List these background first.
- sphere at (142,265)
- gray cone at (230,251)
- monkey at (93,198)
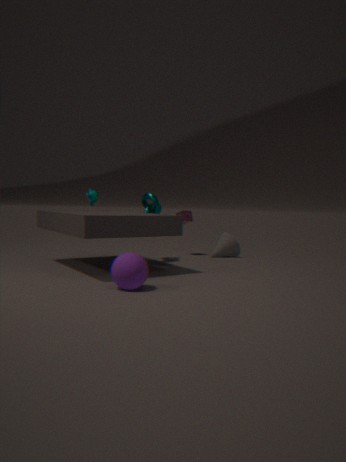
gray cone at (230,251) → monkey at (93,198) → sphere at (142,265)
